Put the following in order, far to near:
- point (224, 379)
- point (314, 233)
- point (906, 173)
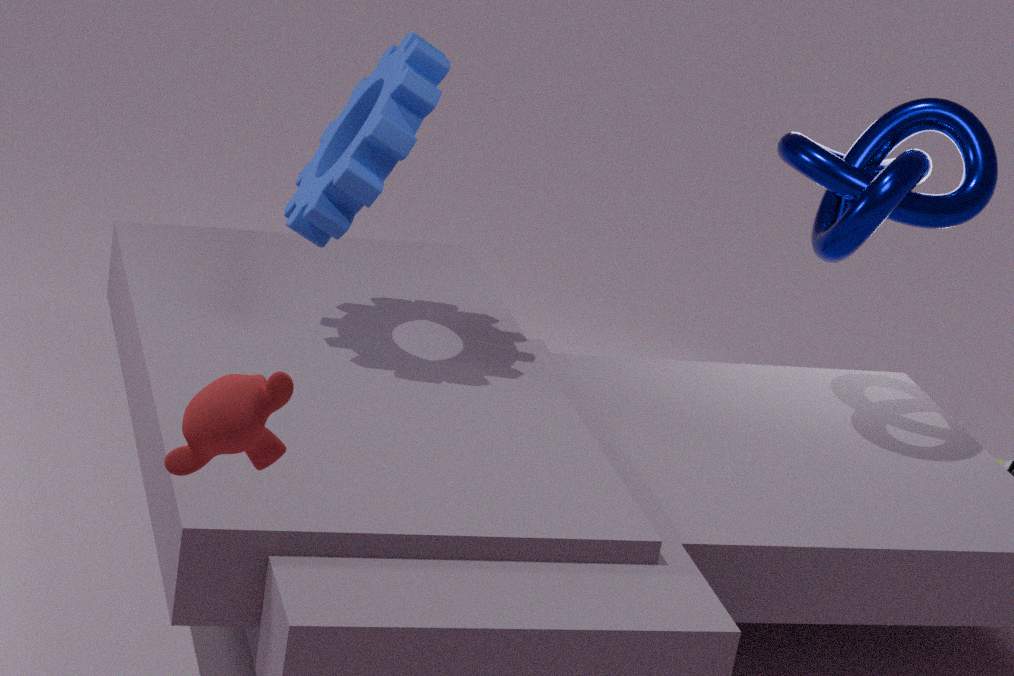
point (314, 233)
point (906, 173)
point (224, 379)
